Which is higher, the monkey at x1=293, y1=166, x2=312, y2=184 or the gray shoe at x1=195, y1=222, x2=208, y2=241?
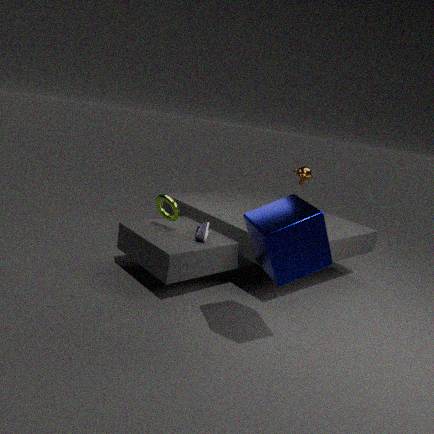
the monkey at x1=293, y1=166, x2=312, y2=184
